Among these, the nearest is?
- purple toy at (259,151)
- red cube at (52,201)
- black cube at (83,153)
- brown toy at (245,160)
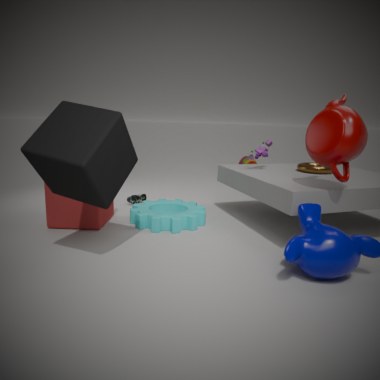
black cube at (83,153)
